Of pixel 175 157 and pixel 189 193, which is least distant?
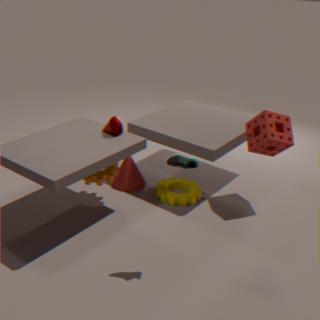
pixel 175 157
